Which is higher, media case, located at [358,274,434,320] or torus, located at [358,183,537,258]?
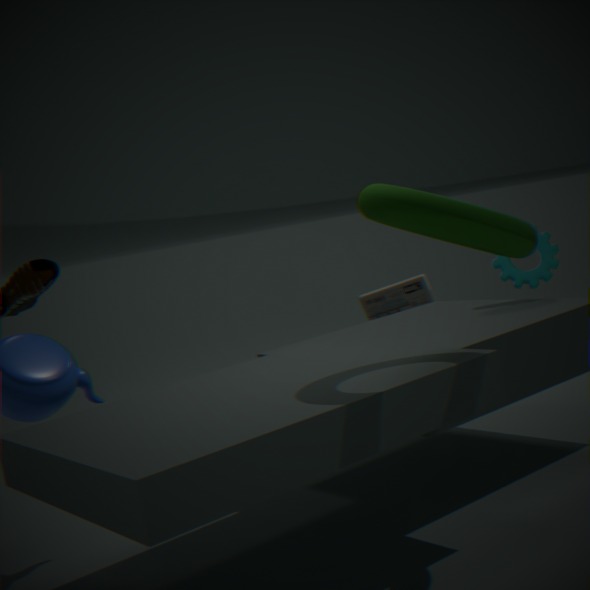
torus, located at [358,183,537,258]
